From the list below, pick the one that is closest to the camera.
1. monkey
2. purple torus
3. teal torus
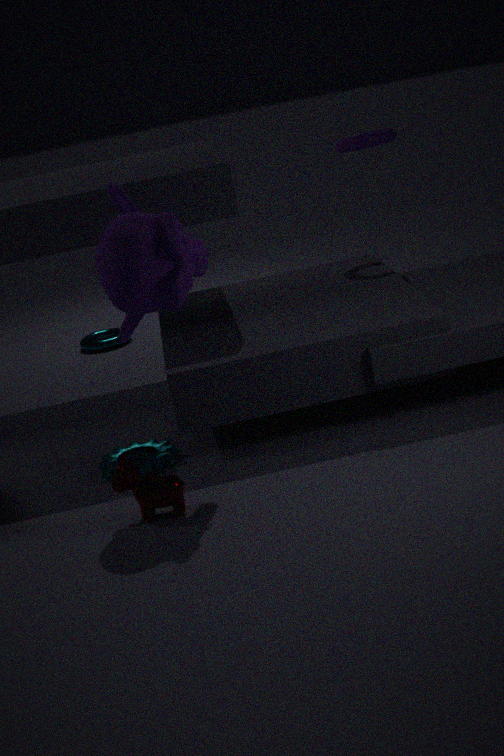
monkey
